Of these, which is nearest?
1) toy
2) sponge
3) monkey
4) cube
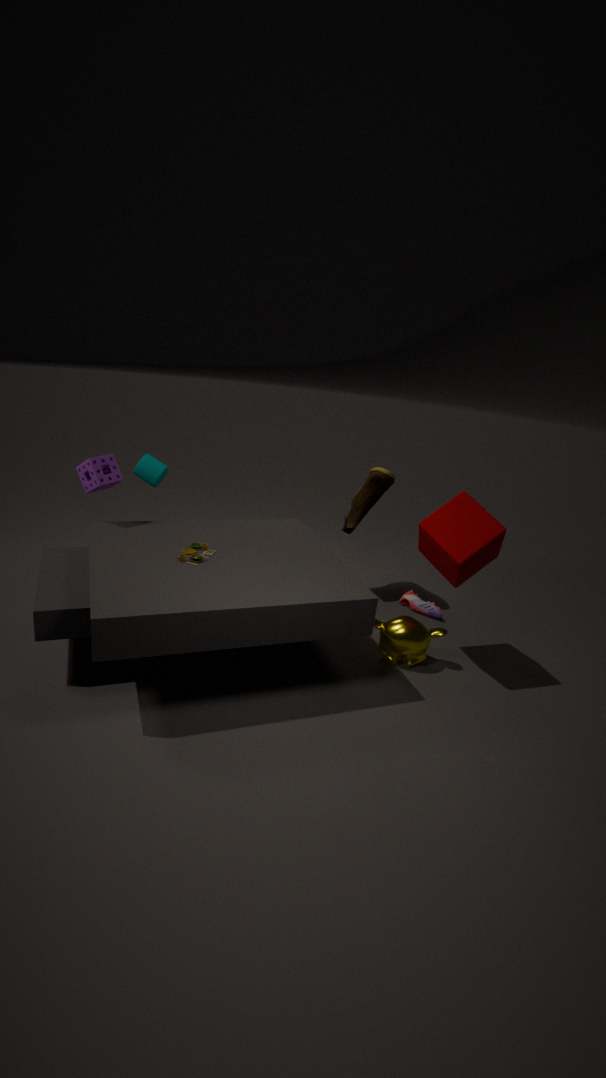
1. toy
